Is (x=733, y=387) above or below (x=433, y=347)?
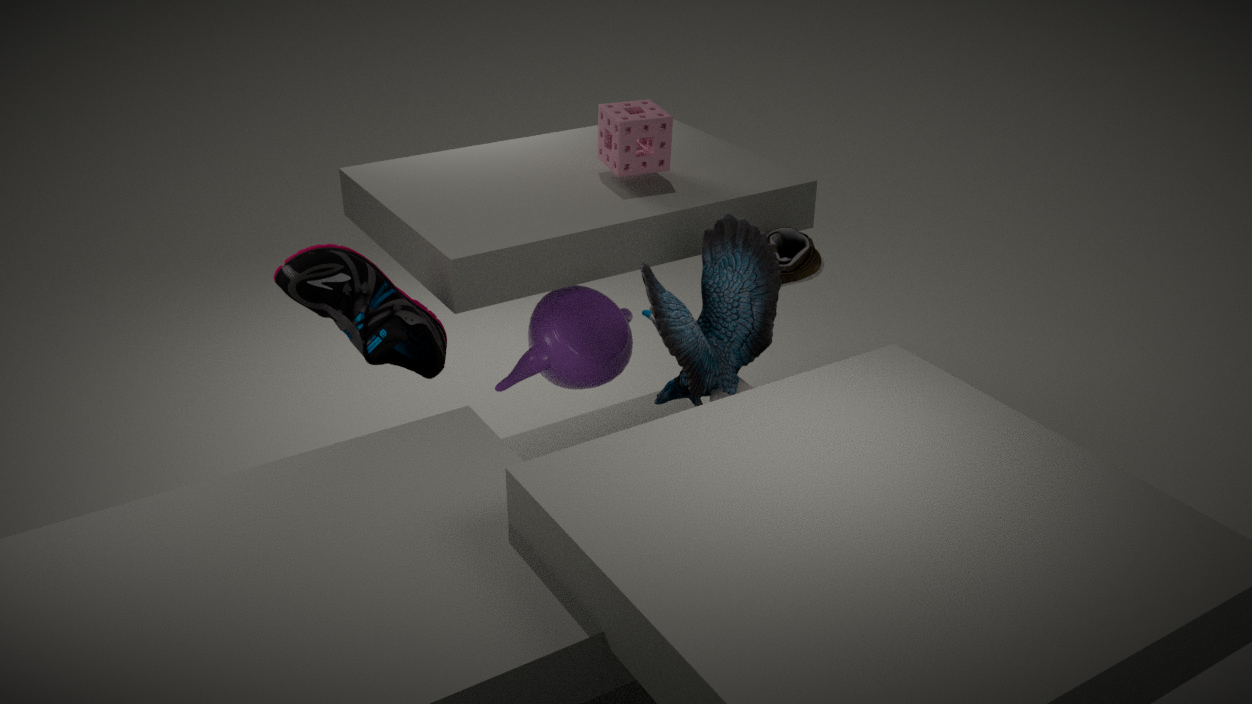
below
